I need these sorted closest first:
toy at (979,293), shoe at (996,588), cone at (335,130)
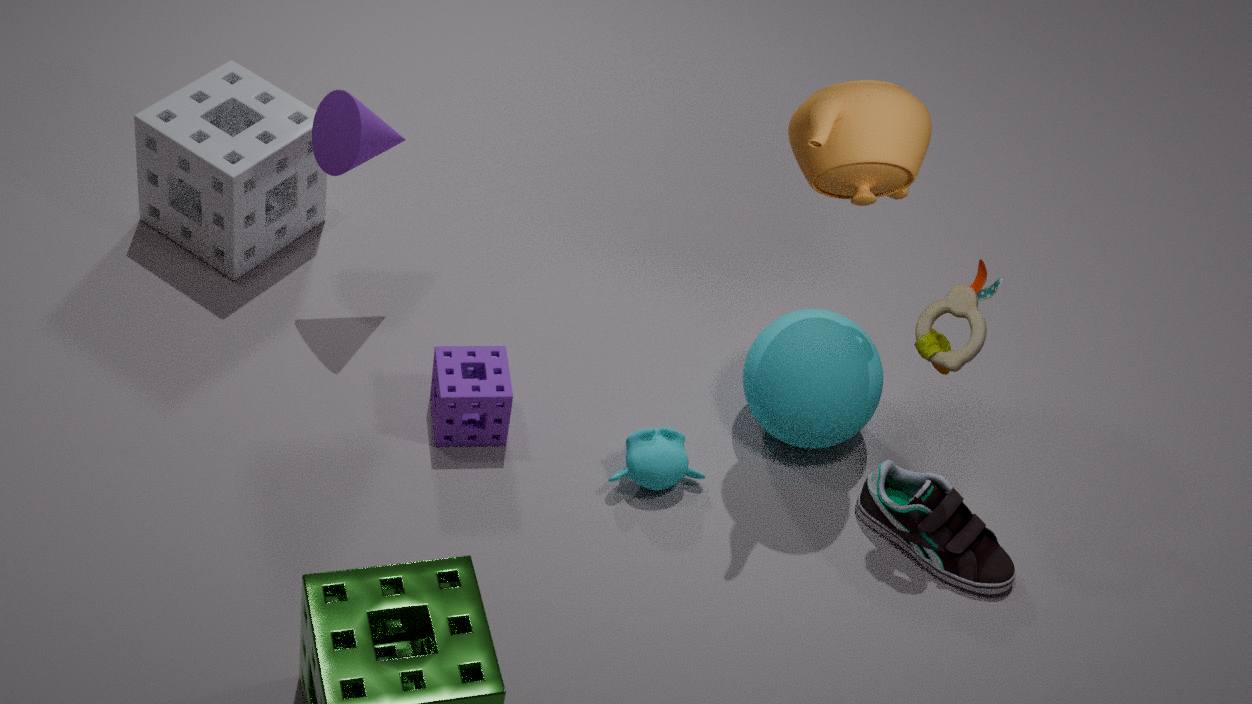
toy at (979,293)
shoe at (996,588)
cone at (335,130)
